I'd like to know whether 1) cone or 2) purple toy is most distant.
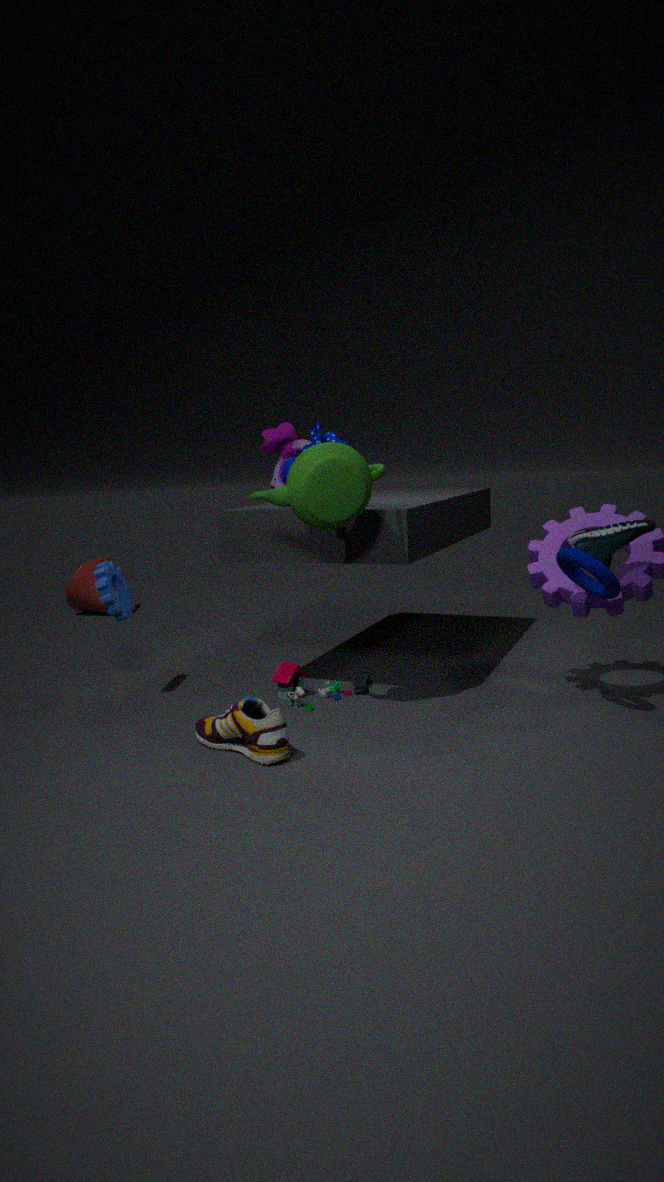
1. cone
